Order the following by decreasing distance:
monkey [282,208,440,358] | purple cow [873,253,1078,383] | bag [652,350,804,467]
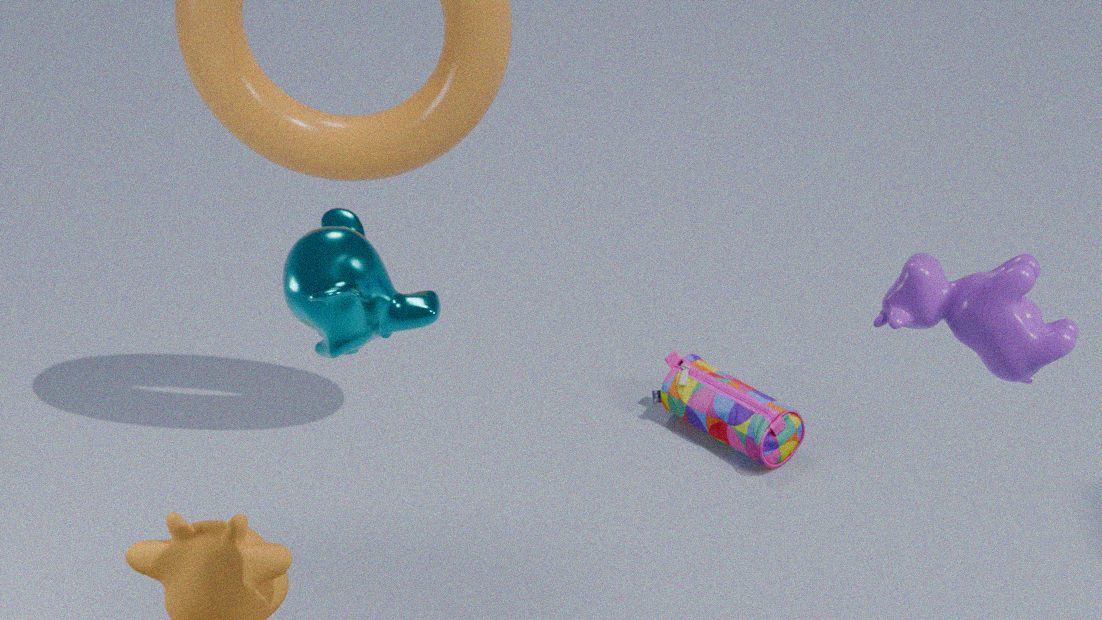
bag [652,350,804,467], purple cow [873,253,1078,383], monkey [282,208,440,358]
